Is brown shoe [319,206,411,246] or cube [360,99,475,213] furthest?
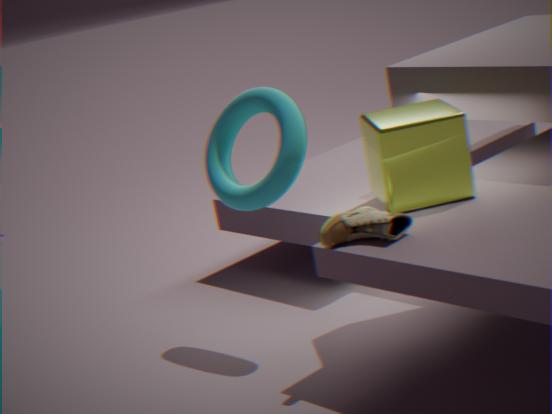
cube [360,99,475,213]
